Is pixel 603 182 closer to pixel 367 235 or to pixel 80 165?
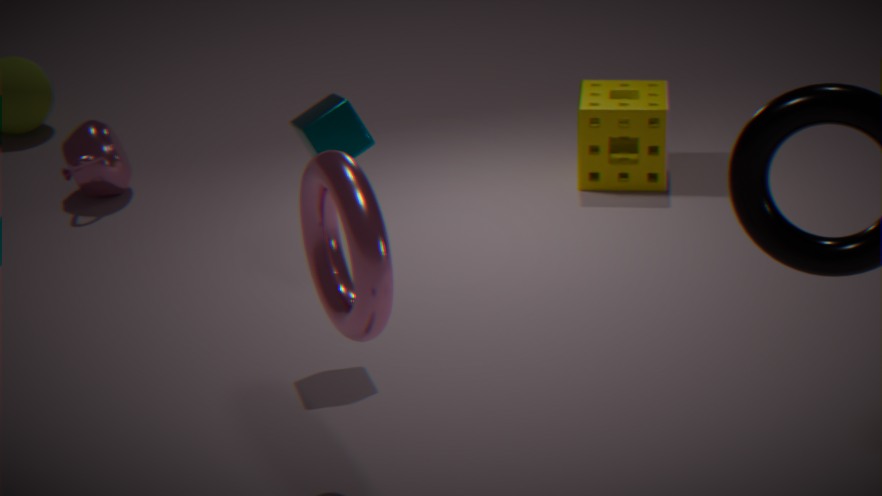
pixel 80 165
